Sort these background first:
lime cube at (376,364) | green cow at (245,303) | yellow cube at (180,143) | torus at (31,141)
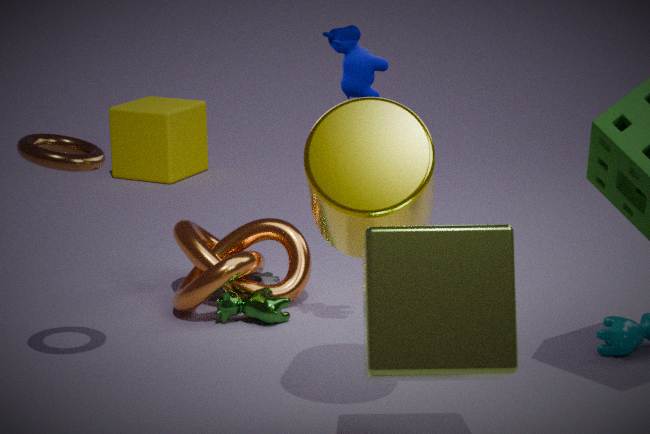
yellow cube at (180,143)
green cow at (245,303)
torus at (31,141)
lime cube at (376,364)
